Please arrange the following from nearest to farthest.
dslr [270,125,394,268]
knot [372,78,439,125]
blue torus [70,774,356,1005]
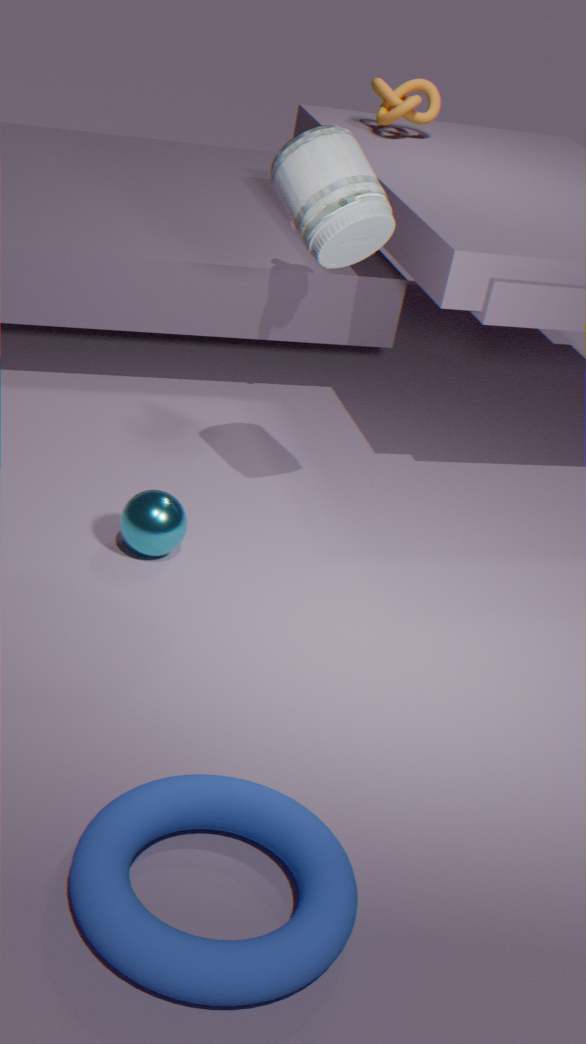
blue torus [70,774,356,1005] < dslr [270,125,394,268] < knot [372,78,439,125]
